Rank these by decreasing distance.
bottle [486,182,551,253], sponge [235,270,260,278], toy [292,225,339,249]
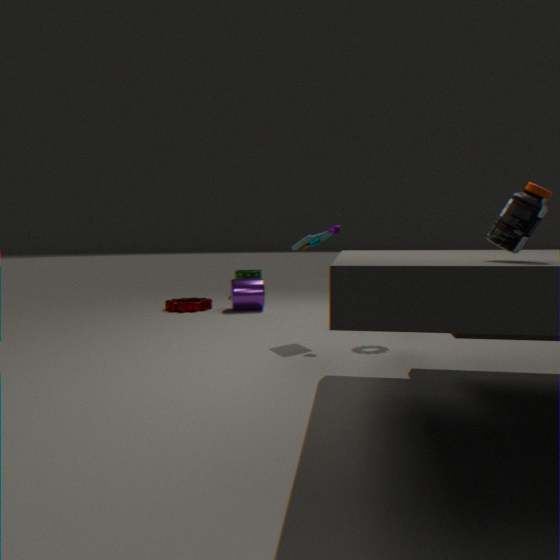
sponge [235,270,260,278]
toy [292,225,339,249]
bottle [486,182,551,253]
